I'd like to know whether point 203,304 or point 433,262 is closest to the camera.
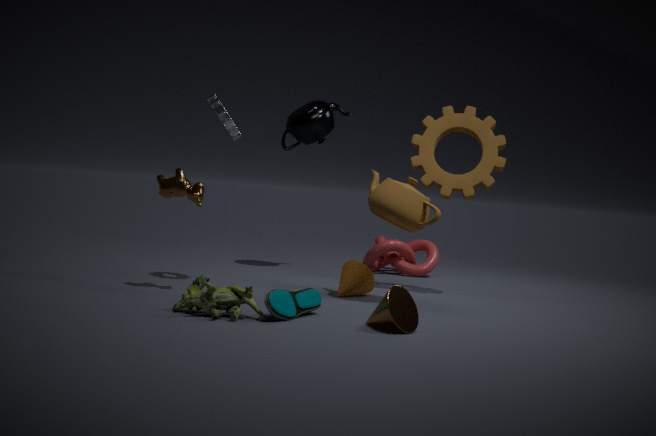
point 203,304
